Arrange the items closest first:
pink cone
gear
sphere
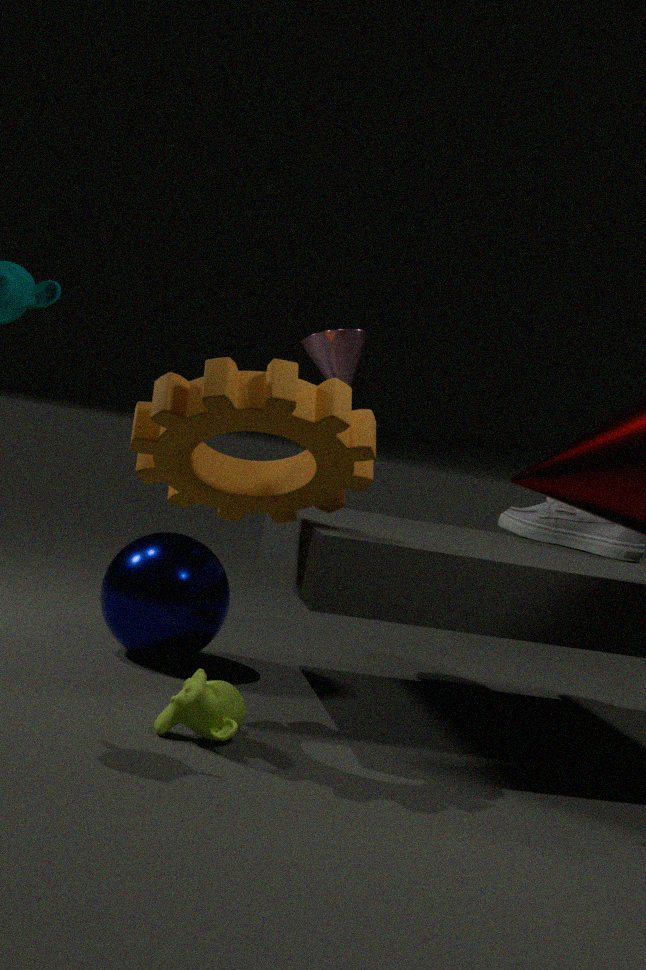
gear, sphere, pink cone
